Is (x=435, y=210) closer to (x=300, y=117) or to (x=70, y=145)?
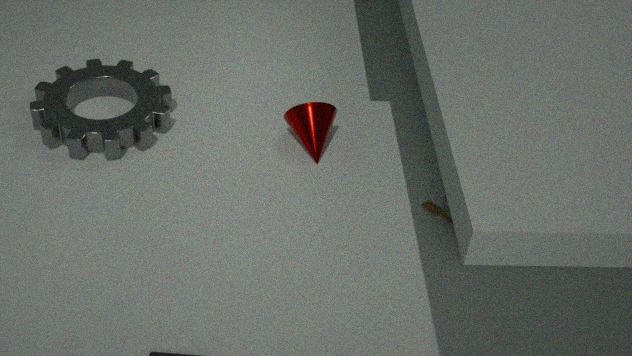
(x=300, y=117)
